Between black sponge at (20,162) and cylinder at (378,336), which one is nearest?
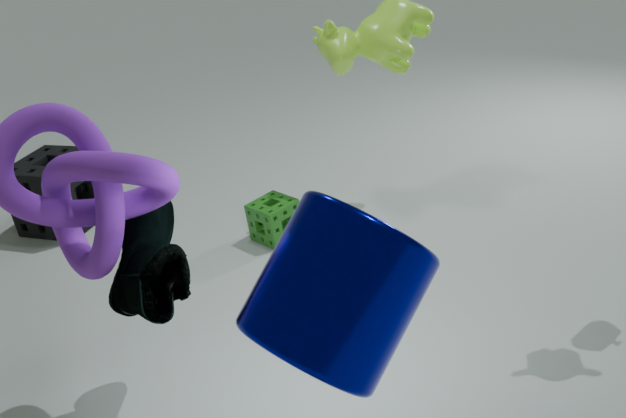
cylinder at (378,336)
